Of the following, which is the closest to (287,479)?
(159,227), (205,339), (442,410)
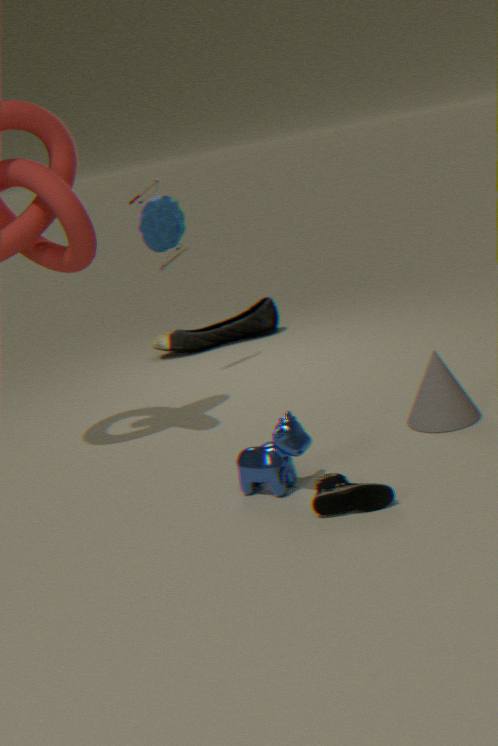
(442,410)
